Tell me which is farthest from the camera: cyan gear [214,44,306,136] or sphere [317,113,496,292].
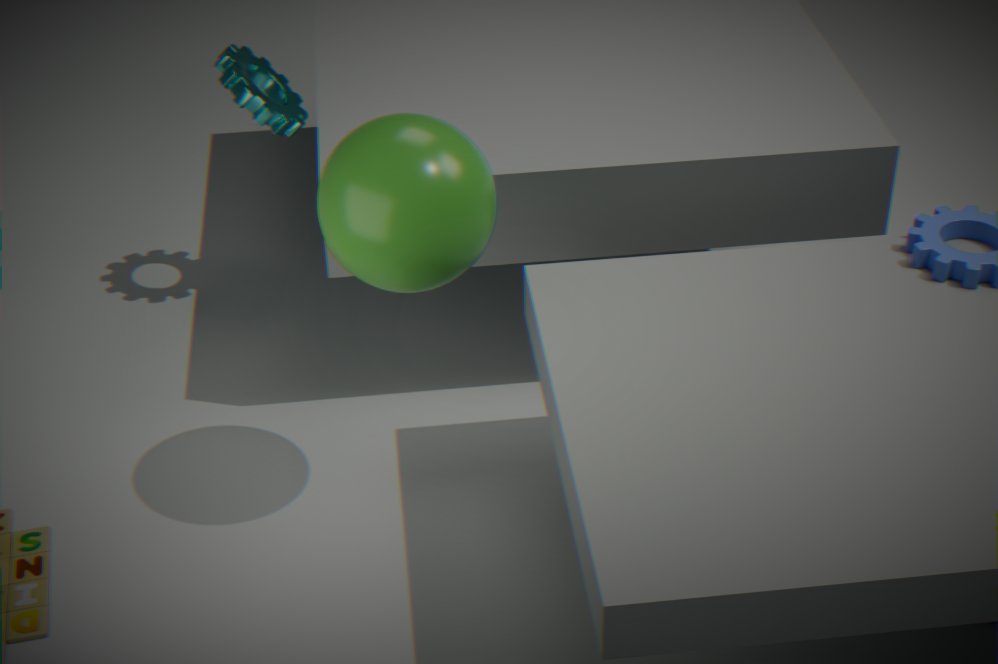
cyan gear [214,44,306,136]
